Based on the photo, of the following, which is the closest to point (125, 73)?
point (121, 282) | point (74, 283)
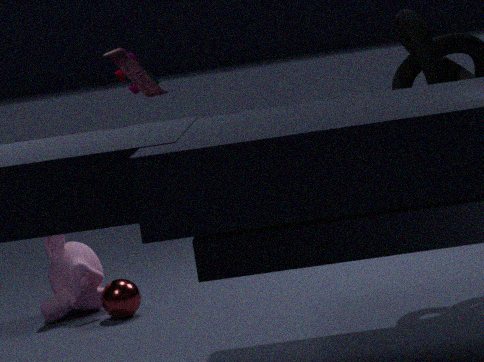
point (121, 282)
